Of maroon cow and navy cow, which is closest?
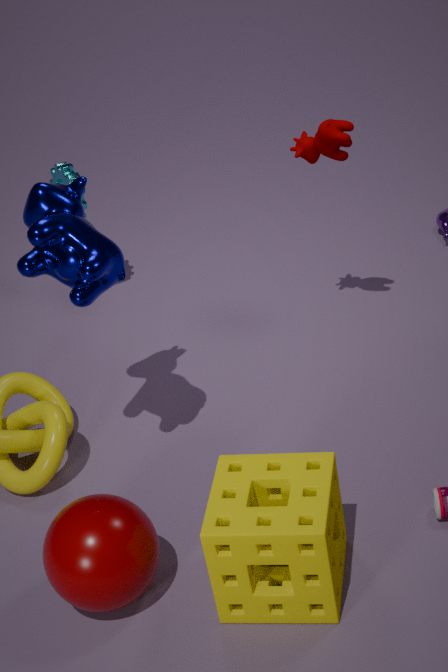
navy cow
